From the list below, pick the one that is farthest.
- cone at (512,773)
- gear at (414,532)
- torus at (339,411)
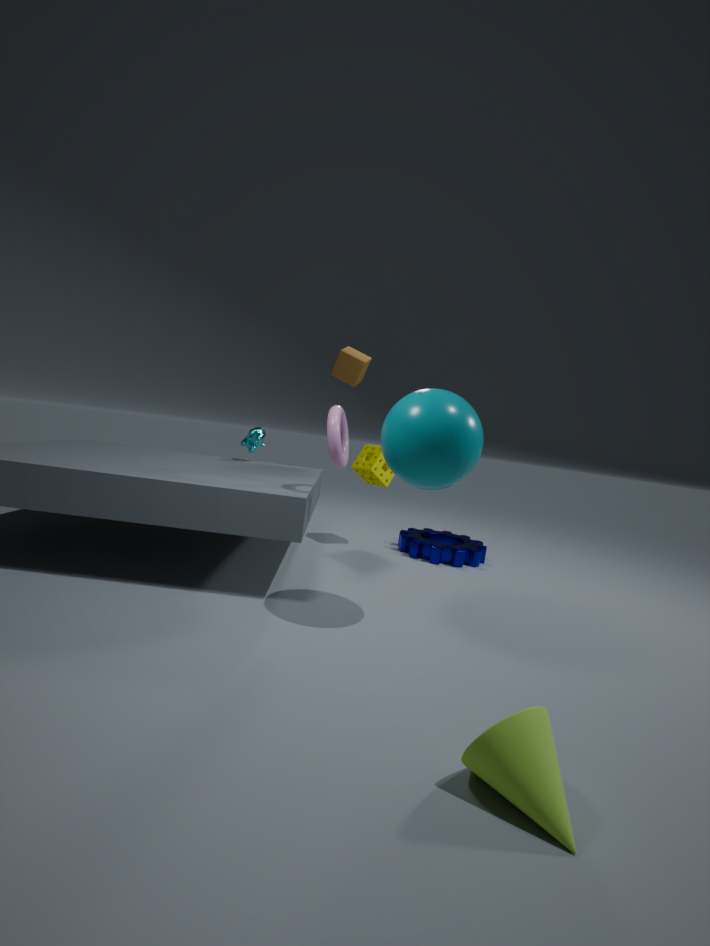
gear at (414,532)
